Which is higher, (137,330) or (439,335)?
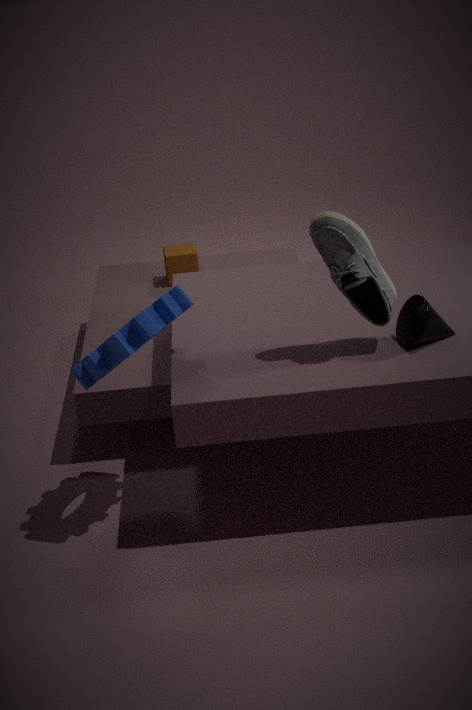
(137,330)
